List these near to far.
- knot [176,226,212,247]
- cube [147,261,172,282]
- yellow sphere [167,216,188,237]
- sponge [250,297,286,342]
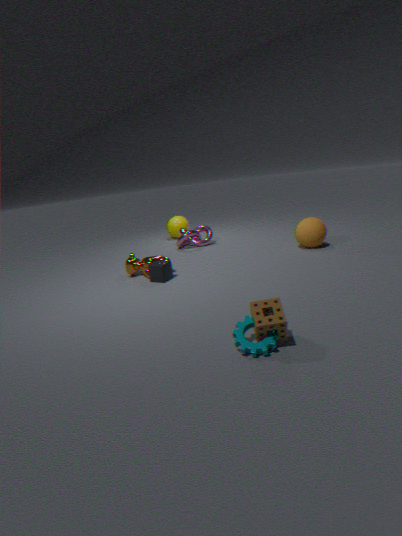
sponge [250,297,286,342]
cube [147,261,172,282]
knot [176,226,212,247]
yellow sphere [167,216,188,237]
